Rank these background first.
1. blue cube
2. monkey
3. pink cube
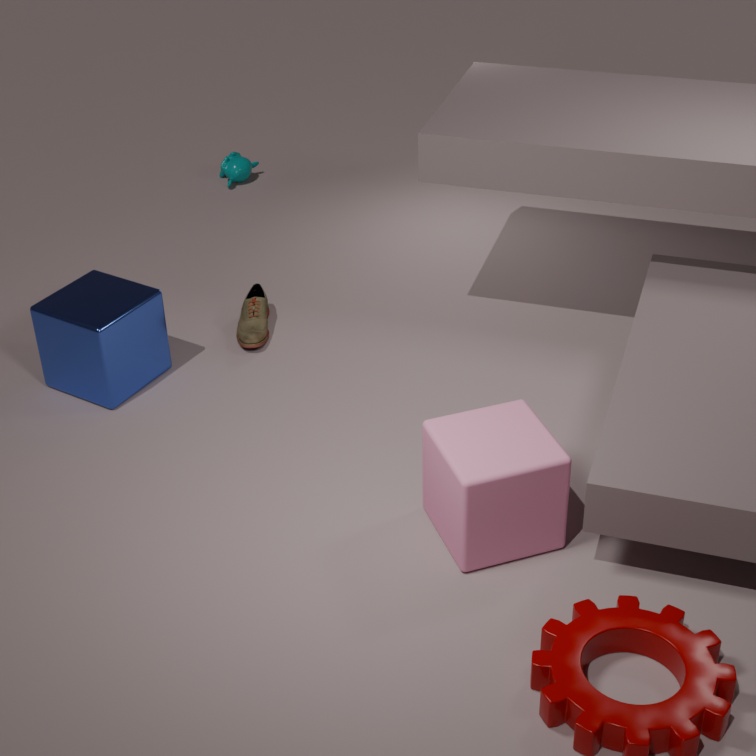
1. monkey
2. blue cube
3. pink cube
